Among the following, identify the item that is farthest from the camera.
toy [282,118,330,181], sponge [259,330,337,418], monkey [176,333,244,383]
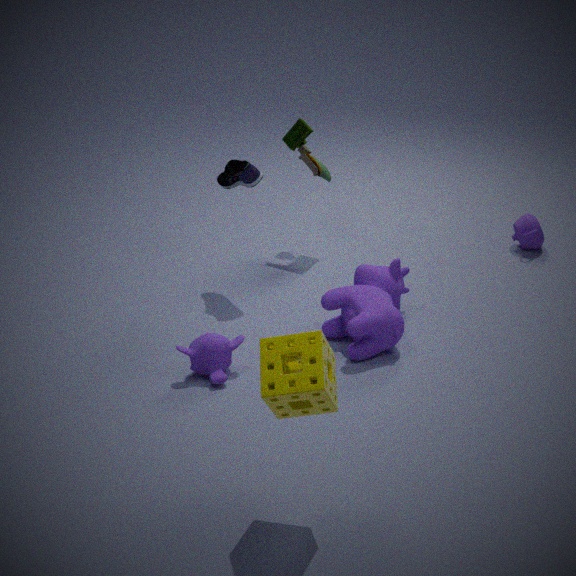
toy [282,118,330,181]
